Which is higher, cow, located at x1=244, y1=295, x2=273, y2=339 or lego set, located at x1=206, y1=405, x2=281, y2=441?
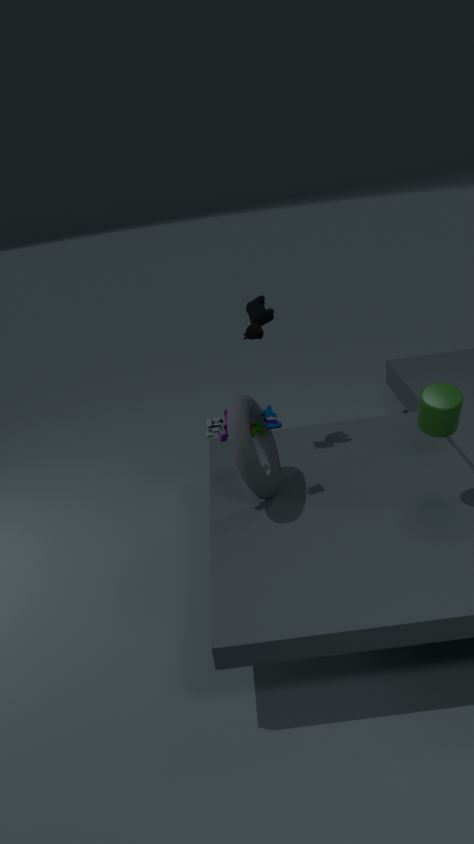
cow, located at x1=244, y1=295, x2=273, y2=339
